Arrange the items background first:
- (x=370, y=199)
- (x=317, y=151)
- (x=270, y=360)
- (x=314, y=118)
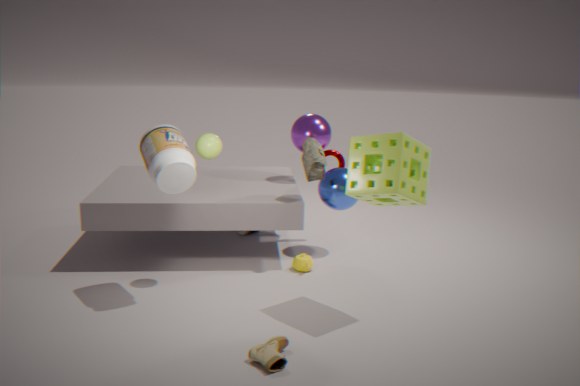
(x=314, y=118) < (x=317, y=151) < (x=370, y=199) < (x=270, y=360)
